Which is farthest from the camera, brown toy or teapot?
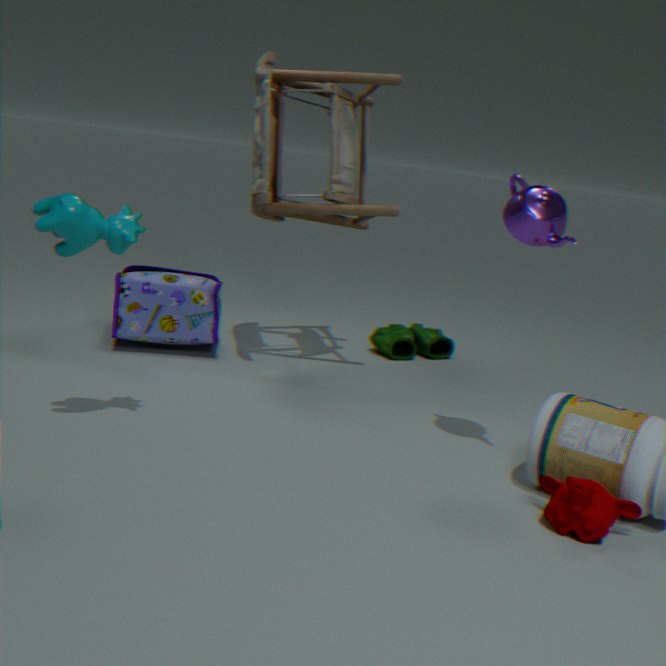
brown toy
